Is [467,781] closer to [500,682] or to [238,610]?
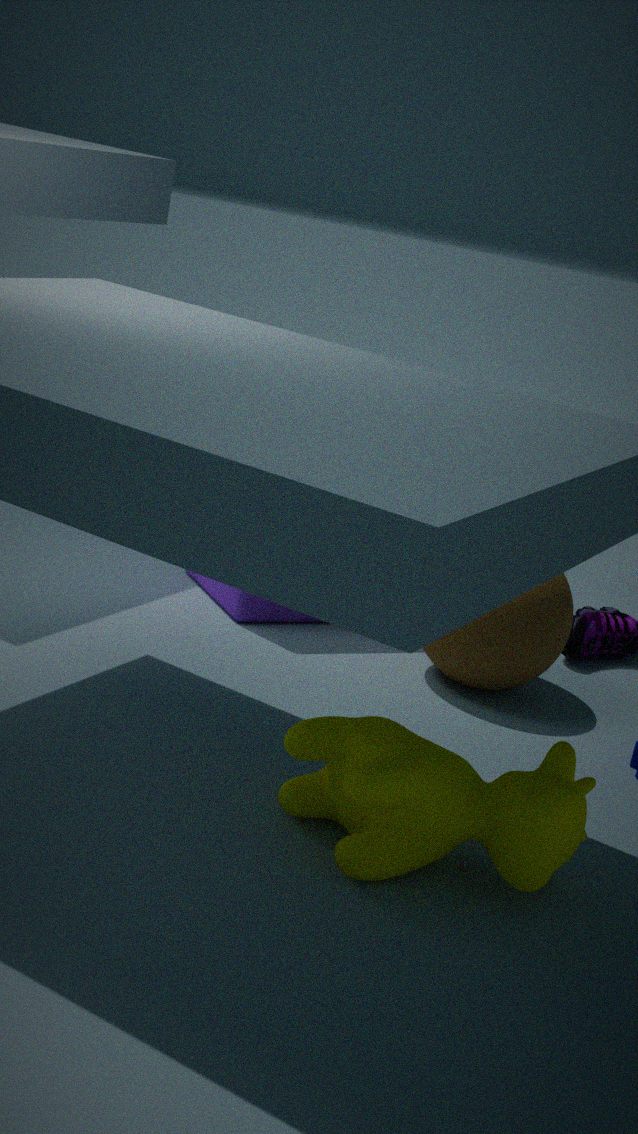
[500,682]
